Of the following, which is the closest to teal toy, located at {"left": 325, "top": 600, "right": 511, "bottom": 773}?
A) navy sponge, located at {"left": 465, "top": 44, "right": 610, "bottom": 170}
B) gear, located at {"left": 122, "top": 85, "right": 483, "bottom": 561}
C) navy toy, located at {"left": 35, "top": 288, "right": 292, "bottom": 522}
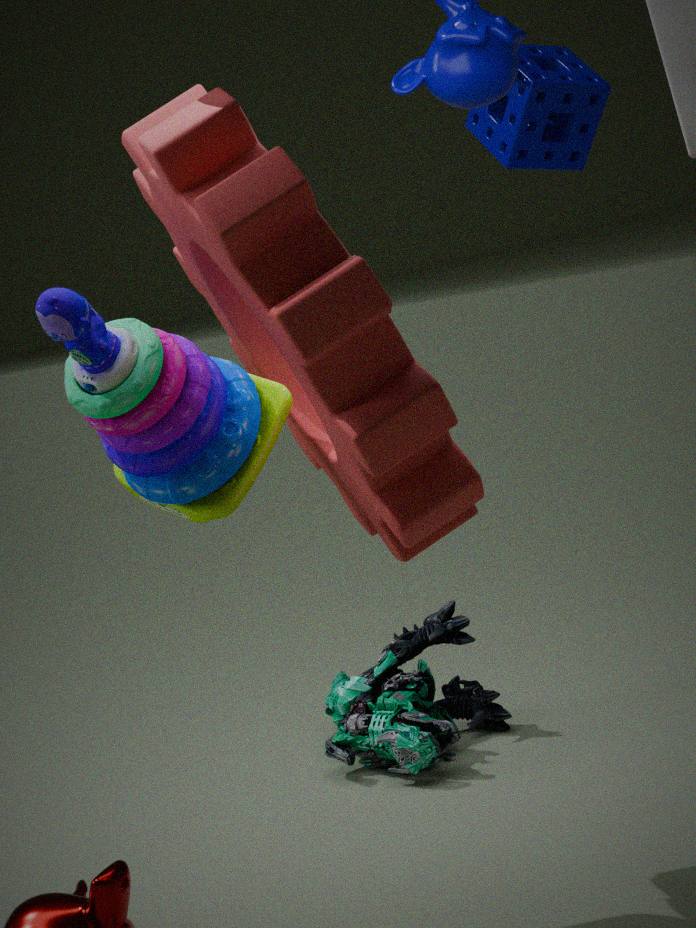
gear, located at {"left": 122, "top": 85, "right": 483, "bottom": 561}
